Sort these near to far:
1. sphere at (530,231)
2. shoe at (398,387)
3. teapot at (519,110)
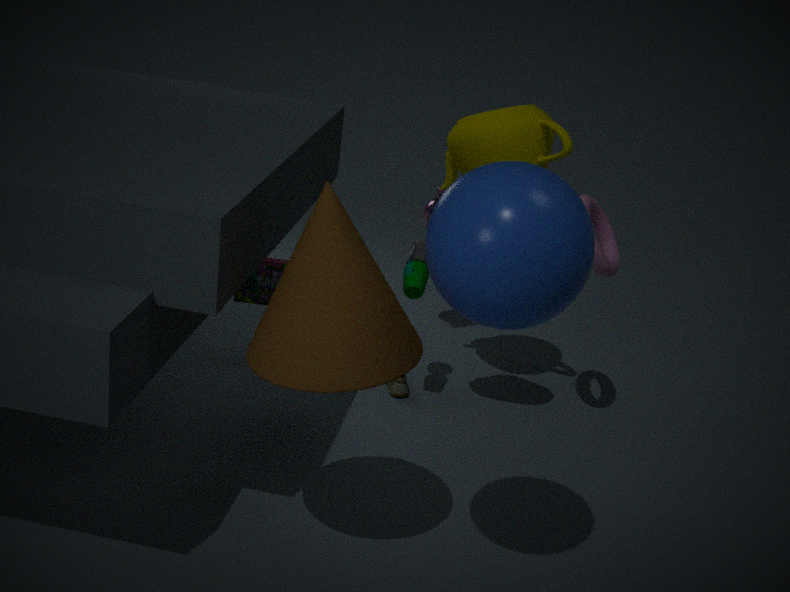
sphere at (530,231) < teapot at (519,110) < shoe at (398,387)
